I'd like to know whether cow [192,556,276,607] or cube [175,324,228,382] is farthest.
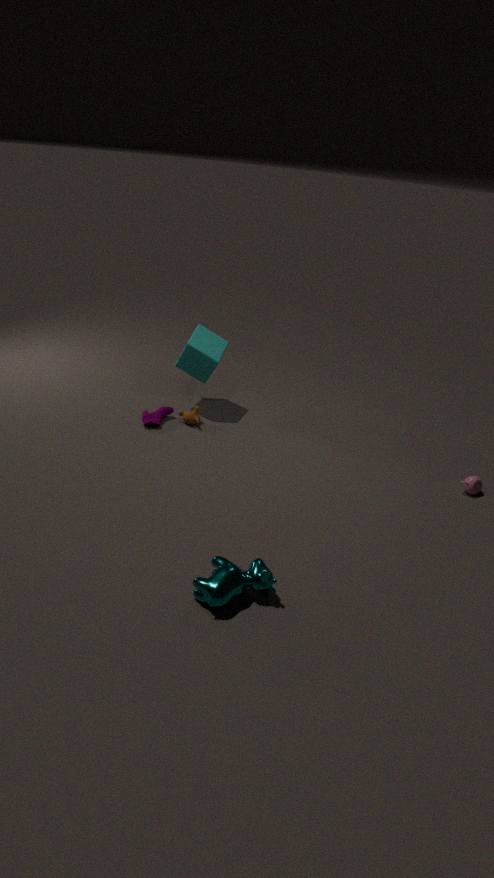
cube [175,324,228,382]
